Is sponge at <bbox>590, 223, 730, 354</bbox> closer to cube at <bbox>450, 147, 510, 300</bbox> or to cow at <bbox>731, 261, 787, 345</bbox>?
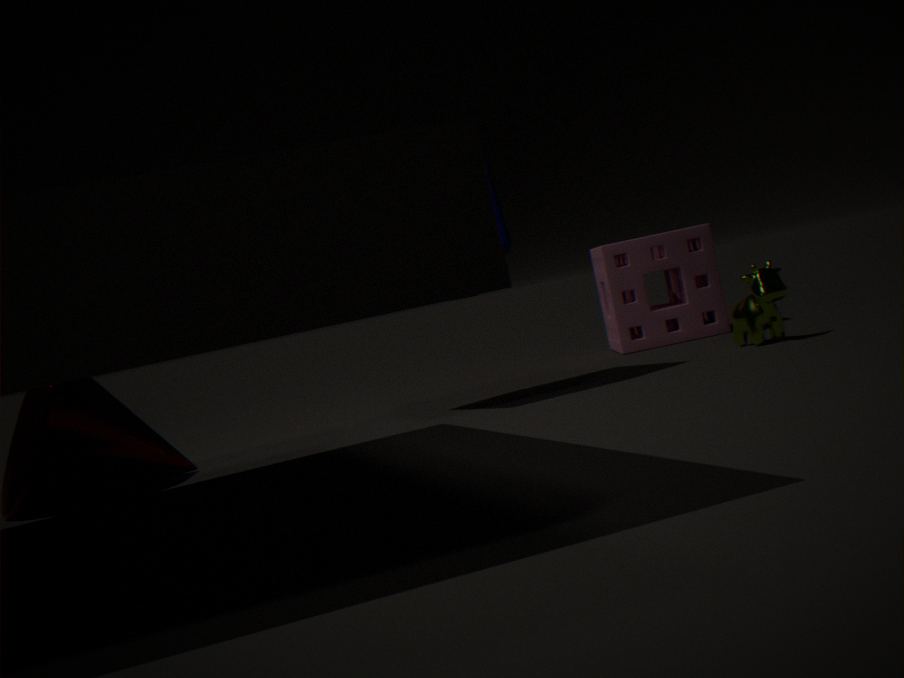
cow at <bbox>731, 261, 787, 345</bbox>
